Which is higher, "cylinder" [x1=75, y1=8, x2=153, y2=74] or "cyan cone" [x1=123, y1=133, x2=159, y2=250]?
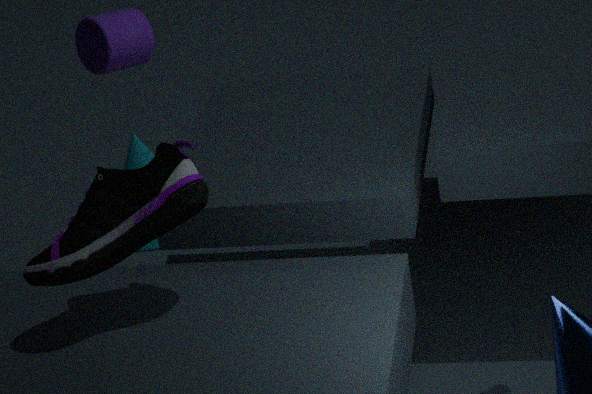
"cylinder" [x1=75, y1=8, x2=153, y2=74]
